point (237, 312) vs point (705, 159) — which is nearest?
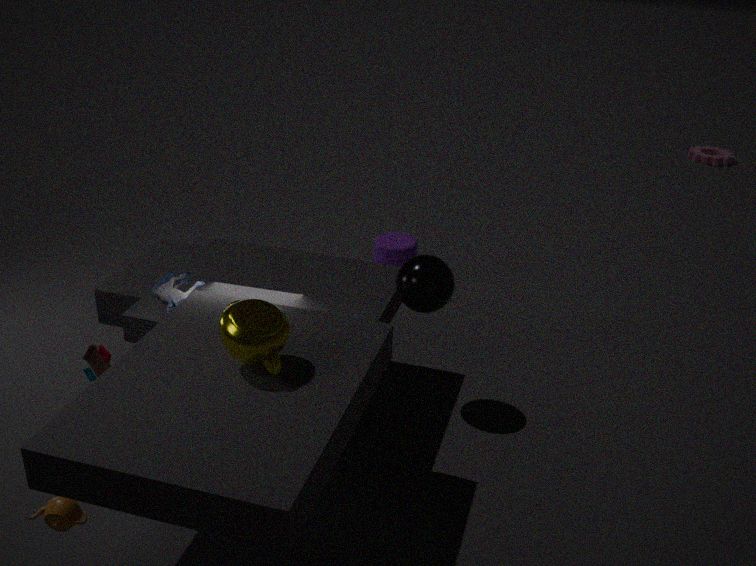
point (237, 312)
